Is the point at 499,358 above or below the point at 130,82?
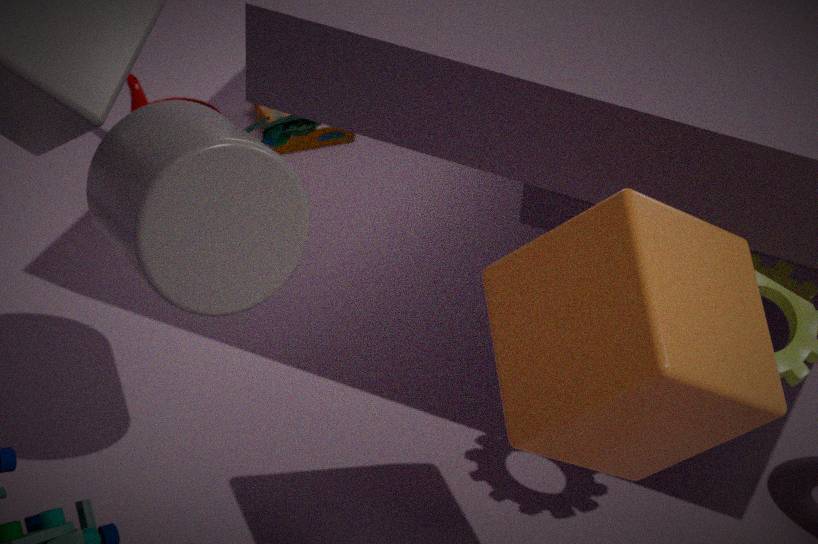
above
